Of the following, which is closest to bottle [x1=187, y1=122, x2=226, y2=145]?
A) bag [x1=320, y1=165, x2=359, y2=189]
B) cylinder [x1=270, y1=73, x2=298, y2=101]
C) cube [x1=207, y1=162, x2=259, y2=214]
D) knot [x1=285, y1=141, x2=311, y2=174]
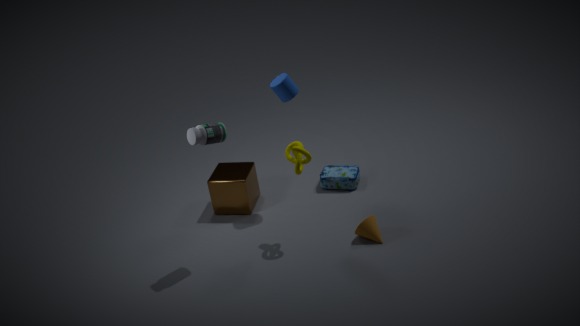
knot [x1=285, y1=141, x2=311, y2=174]
